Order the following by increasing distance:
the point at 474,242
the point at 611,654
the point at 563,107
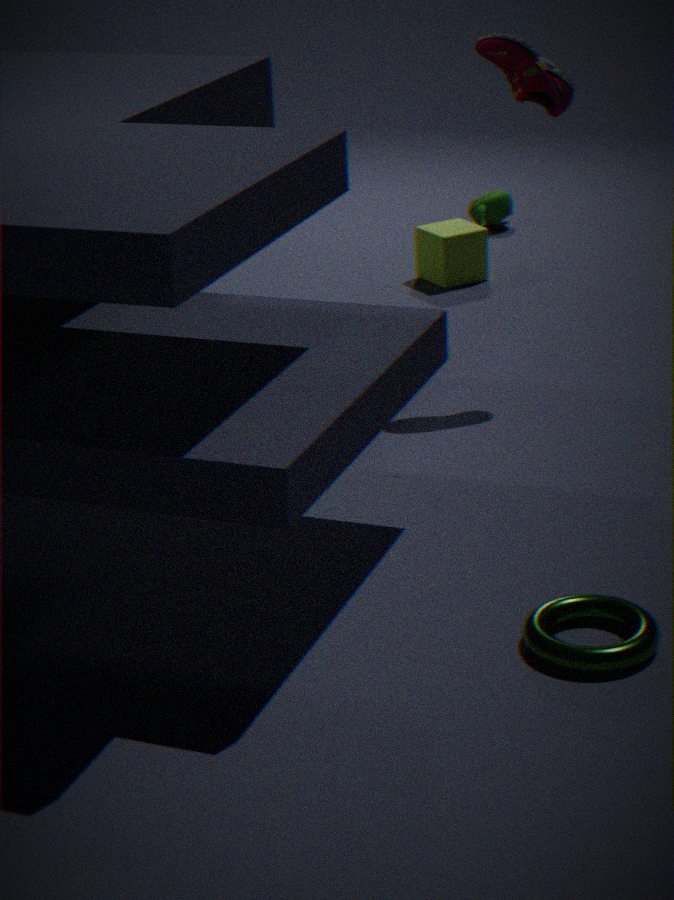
the point at 611,654
the point at 563,107
the point at 474,242
